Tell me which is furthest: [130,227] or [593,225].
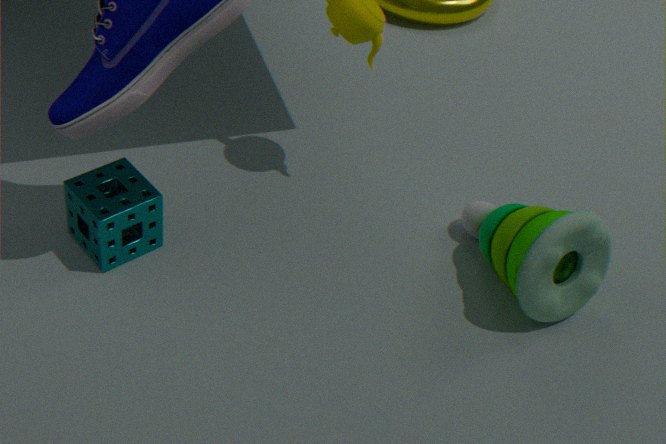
[130,227]
